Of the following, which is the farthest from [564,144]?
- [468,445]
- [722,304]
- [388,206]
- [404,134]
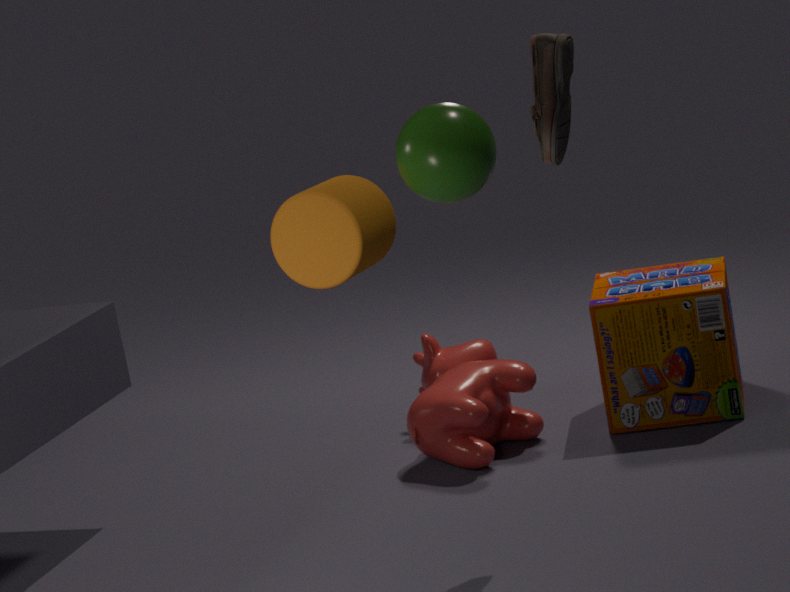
[468,445]
